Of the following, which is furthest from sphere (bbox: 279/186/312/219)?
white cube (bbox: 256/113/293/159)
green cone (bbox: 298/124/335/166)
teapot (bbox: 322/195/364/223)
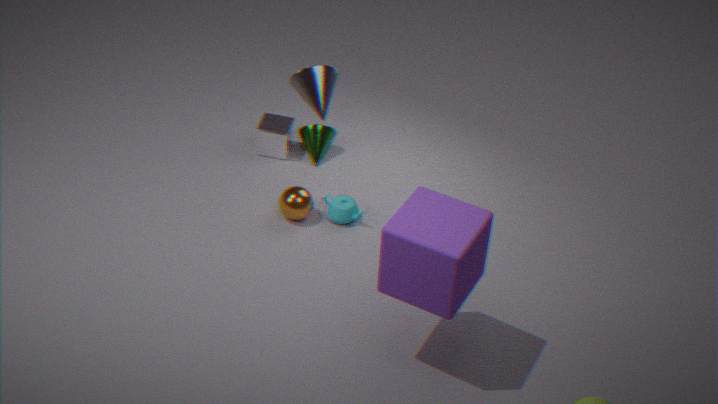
white cube (bbox: 256/113/293/159)
